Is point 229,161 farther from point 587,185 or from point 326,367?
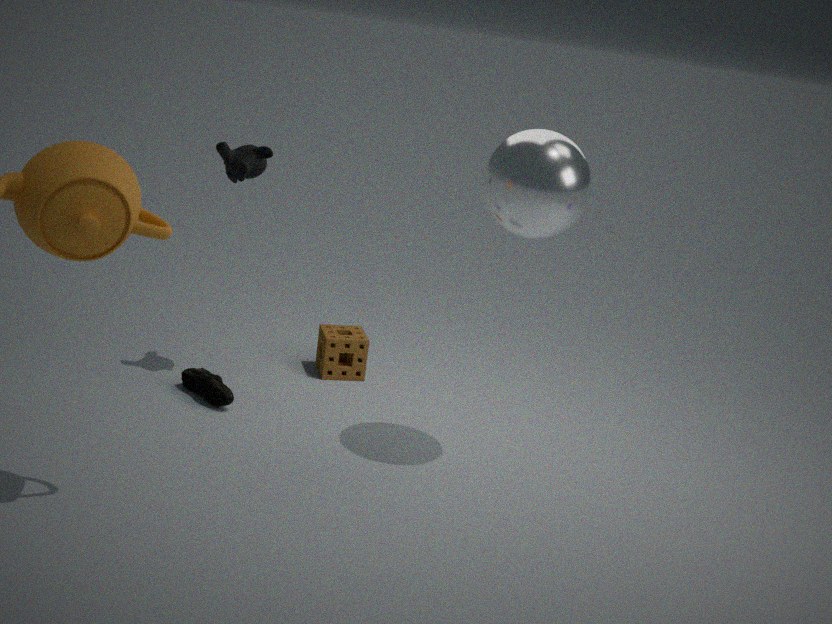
point 587,185
